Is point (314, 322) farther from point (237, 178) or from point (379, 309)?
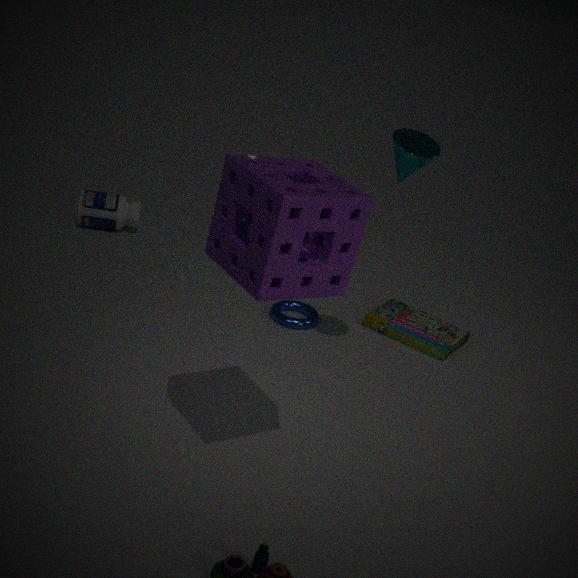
point (237, 178)
